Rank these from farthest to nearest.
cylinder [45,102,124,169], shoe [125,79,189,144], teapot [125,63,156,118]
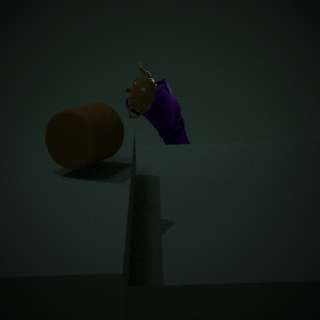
shoe [125,79,189,144]
teapot [125,63,156,118]
cylinder [45,102,124,169]
